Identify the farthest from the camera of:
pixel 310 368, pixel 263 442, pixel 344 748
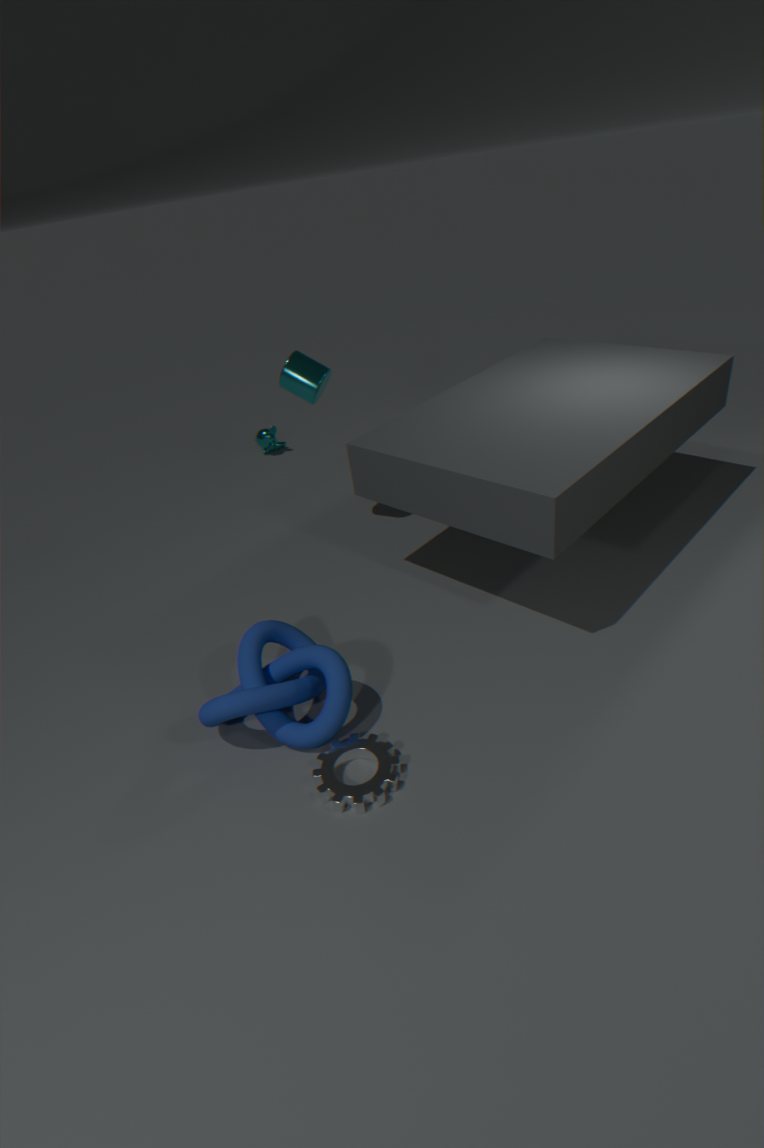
pixel 263 442
